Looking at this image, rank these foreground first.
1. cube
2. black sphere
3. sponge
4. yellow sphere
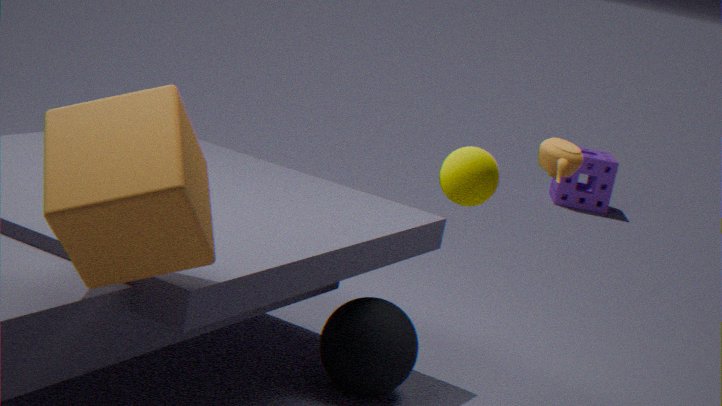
1. cube
2. yellow sphere
3. black sphere
4. sponge
